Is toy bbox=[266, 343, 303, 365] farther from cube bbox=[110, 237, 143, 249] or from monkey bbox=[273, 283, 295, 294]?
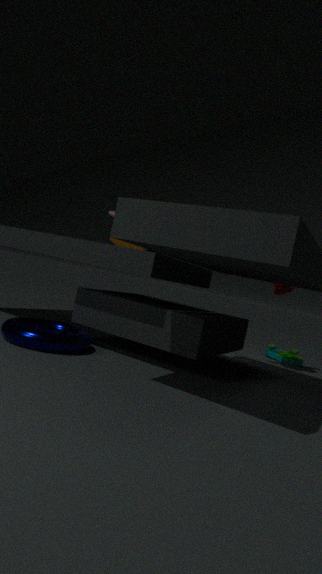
cube bbox=[110, 237, 143, 249]
